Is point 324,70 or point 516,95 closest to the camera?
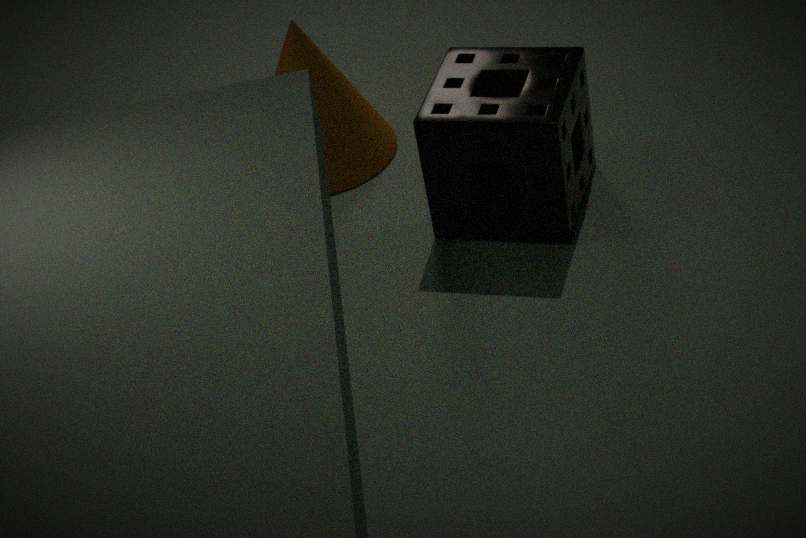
point 516,95
